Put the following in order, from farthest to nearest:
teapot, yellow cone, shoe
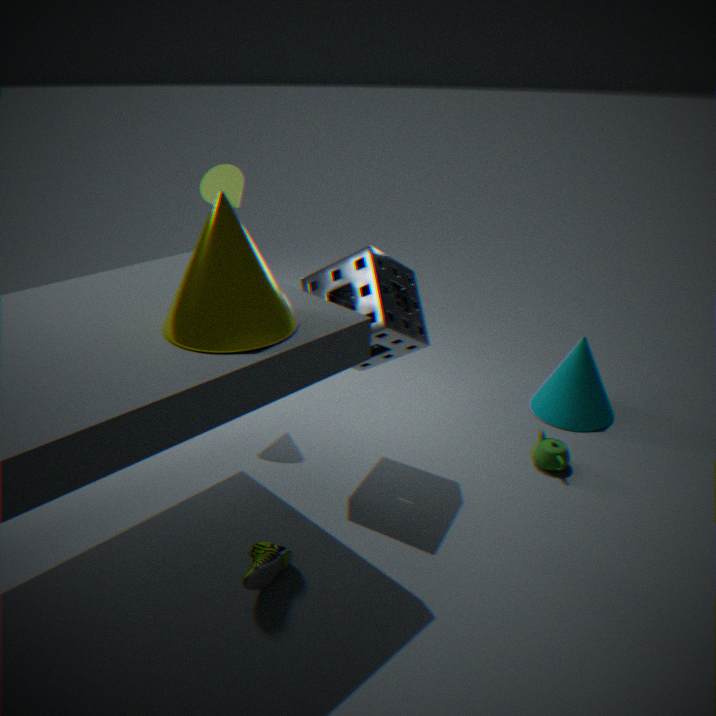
teapot < shoe < yellow cone
